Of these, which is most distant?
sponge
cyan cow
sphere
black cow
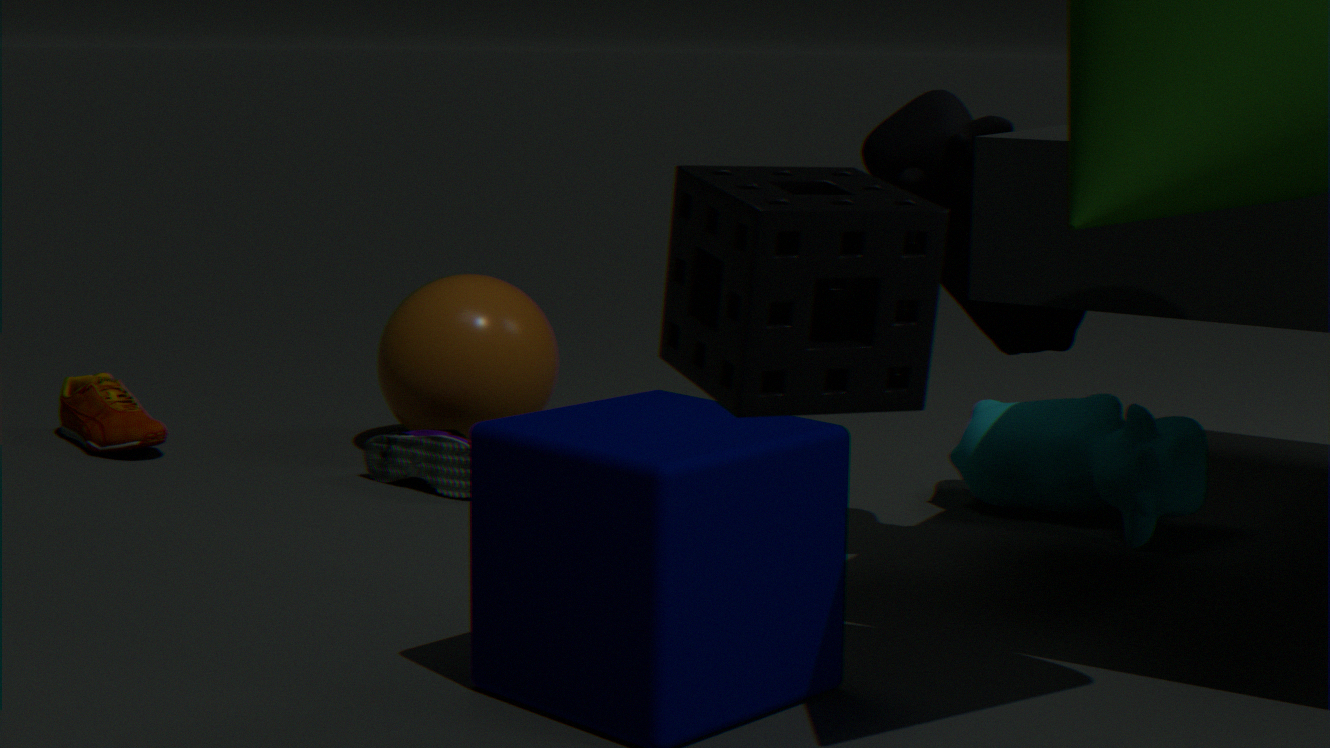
sphere
